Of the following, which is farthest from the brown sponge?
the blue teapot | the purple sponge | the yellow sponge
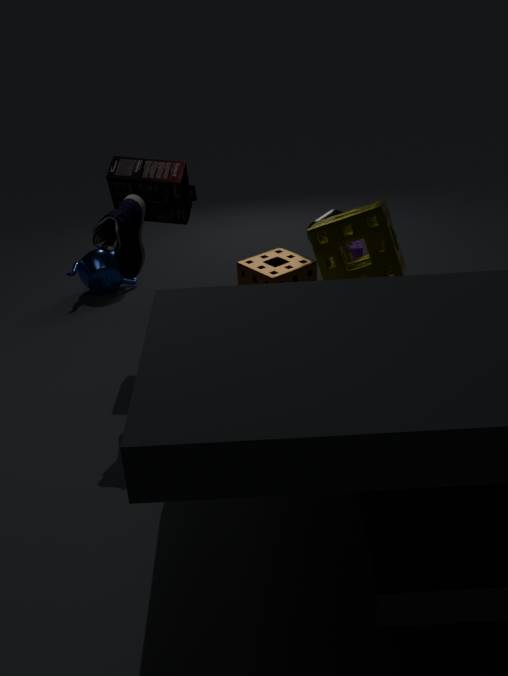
the blue teapot
